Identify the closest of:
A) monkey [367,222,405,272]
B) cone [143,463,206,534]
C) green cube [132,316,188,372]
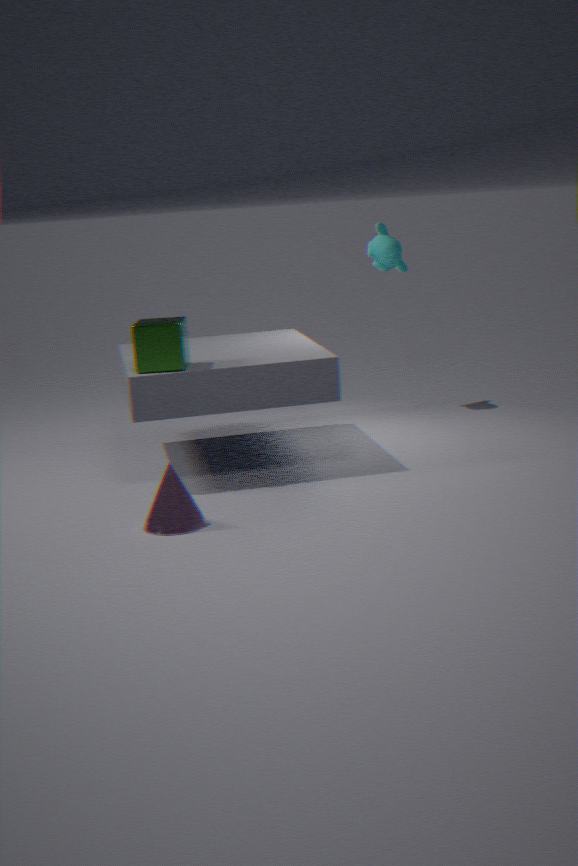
cone [143,463,206,534]
